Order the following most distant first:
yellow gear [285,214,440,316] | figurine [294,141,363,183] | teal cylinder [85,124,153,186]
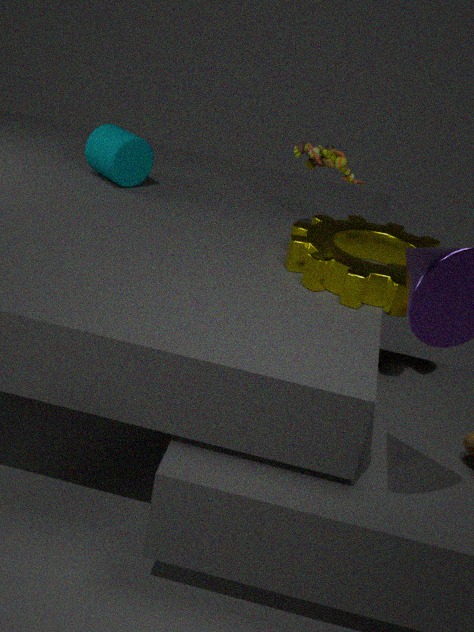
teal cylinder [85,124,153,186] < figurine [294,141,363,183] < yellow gear [285,214,440,316]
